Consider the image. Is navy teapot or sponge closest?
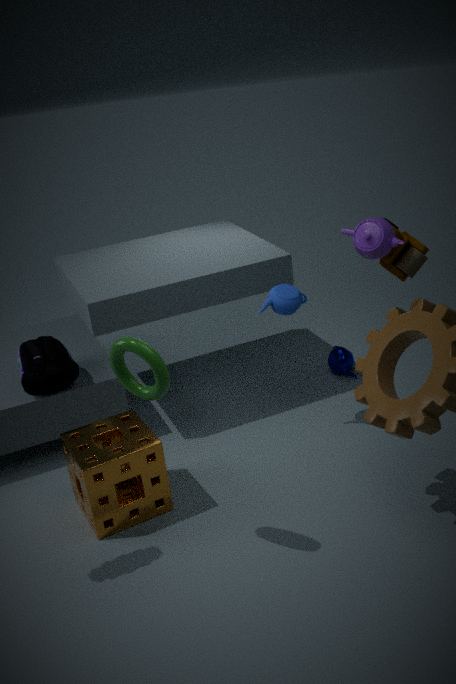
sponge
